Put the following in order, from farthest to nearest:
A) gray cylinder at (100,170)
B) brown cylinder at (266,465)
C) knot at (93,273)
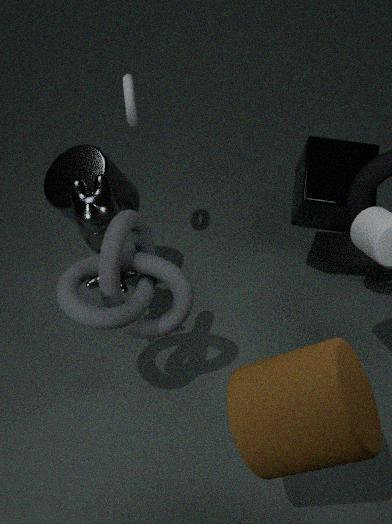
A. gray cylinder at (100,170) < C. knot at (93,273) < B. brown cylinder at (266,465)
